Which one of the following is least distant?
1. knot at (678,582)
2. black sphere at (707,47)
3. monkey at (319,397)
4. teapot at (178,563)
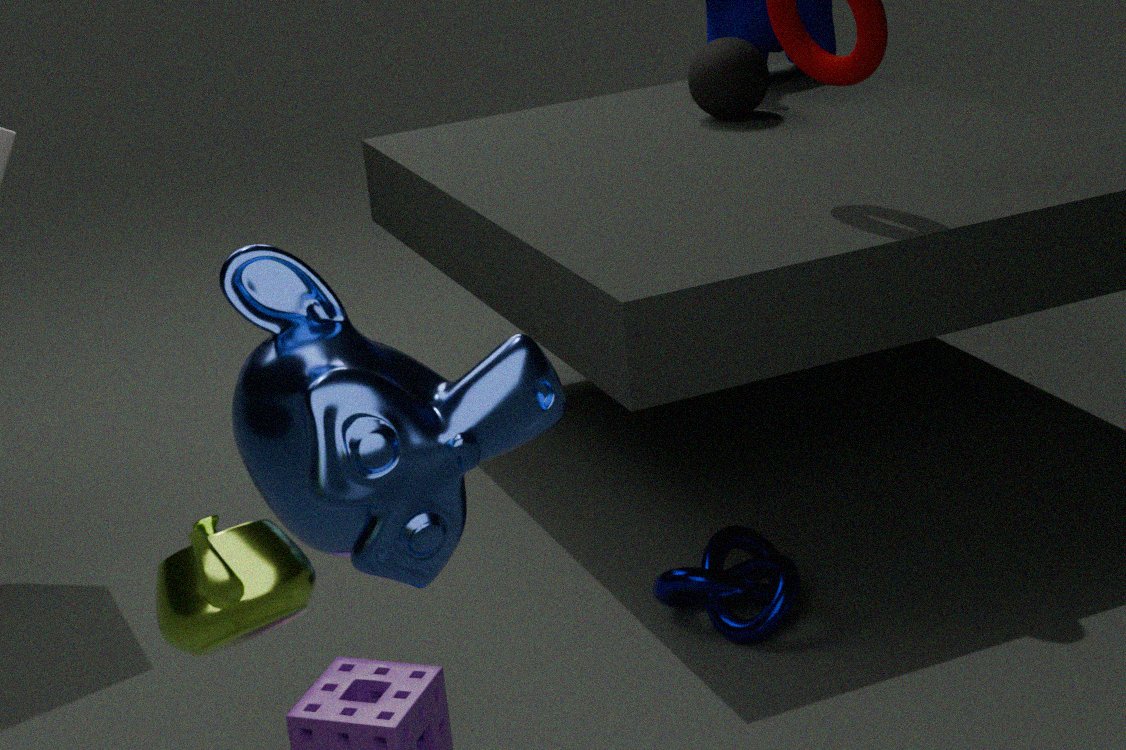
teapot at (178,563)
